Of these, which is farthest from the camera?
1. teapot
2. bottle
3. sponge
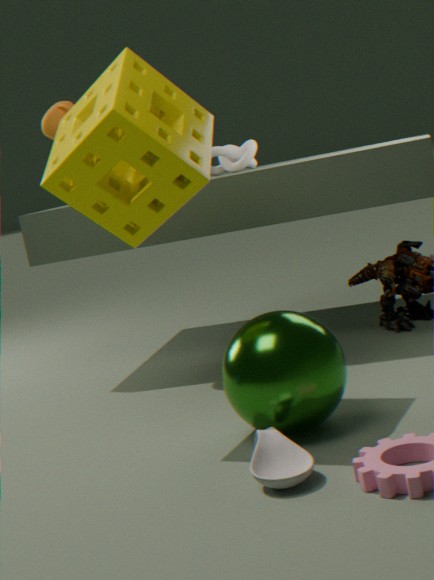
teapot
